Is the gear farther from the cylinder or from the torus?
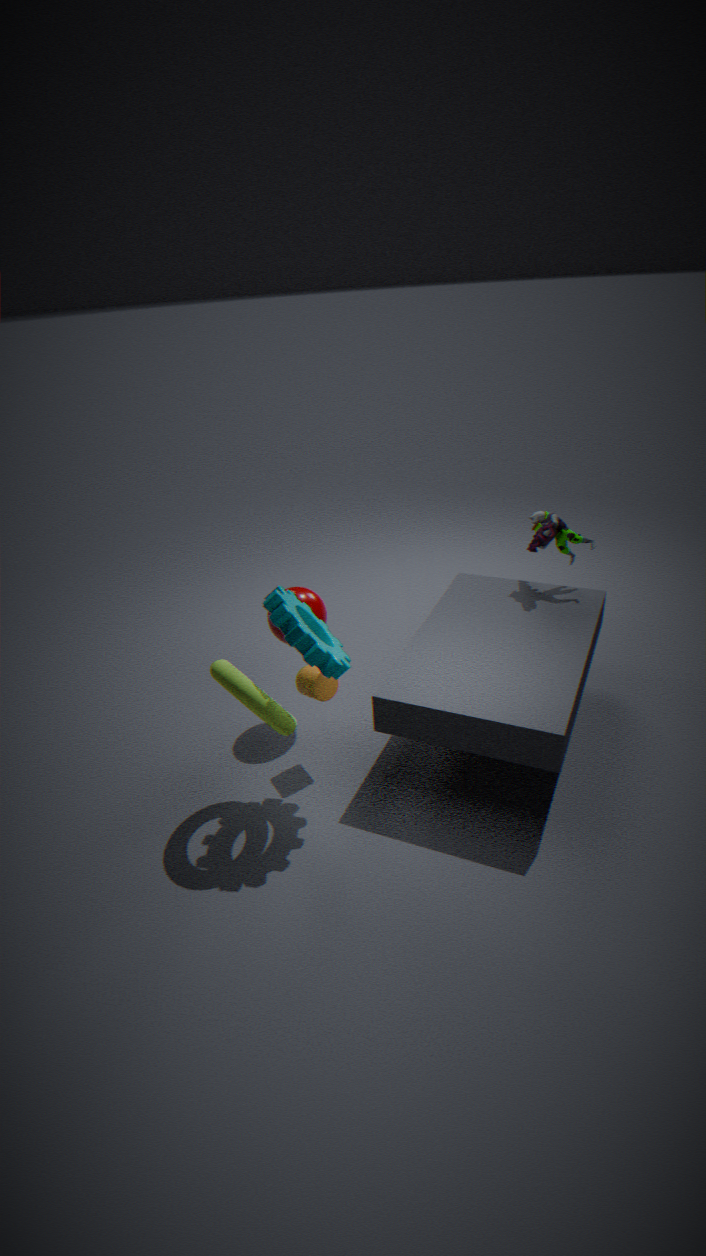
the torus
